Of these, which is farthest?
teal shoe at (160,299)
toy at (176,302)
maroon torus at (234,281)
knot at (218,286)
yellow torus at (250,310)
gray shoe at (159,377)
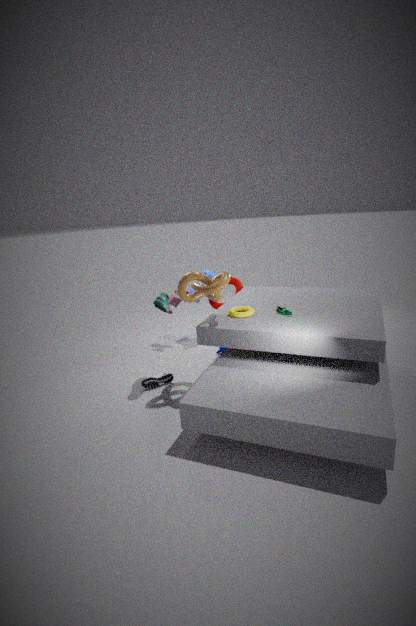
maroon torus at (234,281)
